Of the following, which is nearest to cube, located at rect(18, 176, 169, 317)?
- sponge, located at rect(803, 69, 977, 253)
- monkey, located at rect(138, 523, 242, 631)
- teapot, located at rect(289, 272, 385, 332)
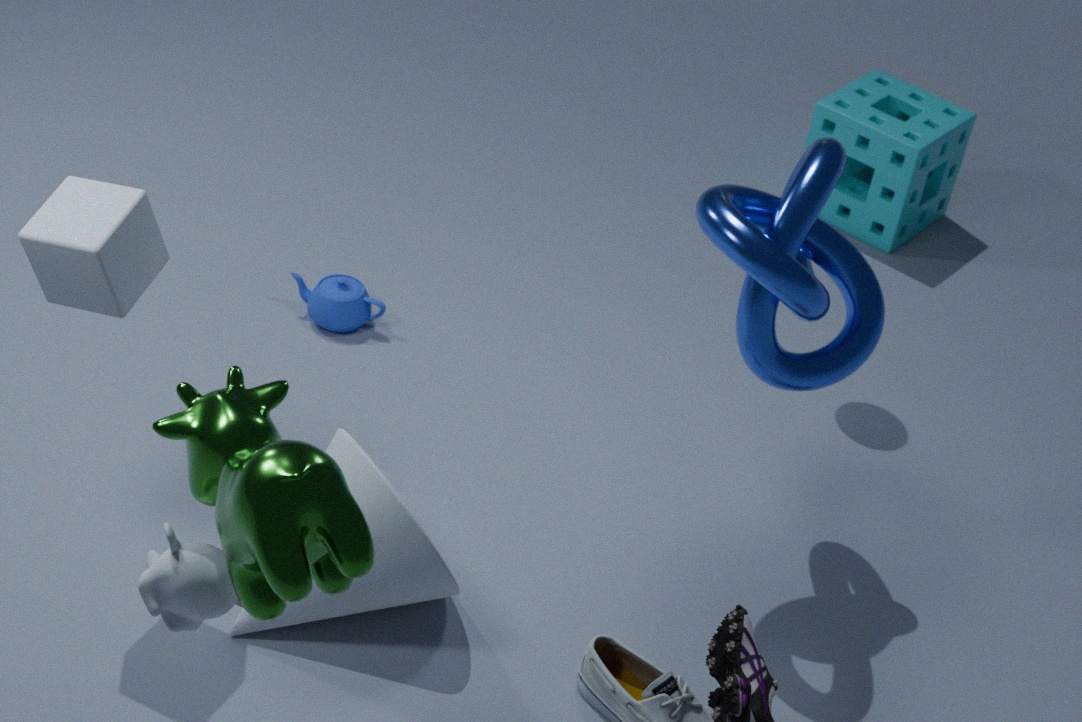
monkey, located at rect(138, 523, 242, 631)
